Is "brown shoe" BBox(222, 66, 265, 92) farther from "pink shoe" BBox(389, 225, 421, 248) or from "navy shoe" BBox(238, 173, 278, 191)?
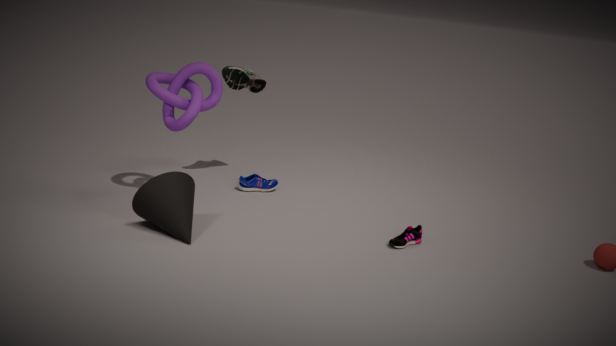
"pink shoe" BBox(389, 225, 421, 248)
